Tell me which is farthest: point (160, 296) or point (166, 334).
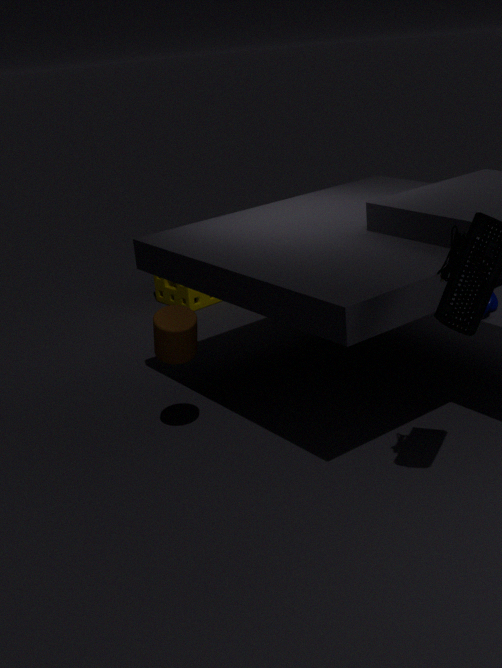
point (160, 296)
